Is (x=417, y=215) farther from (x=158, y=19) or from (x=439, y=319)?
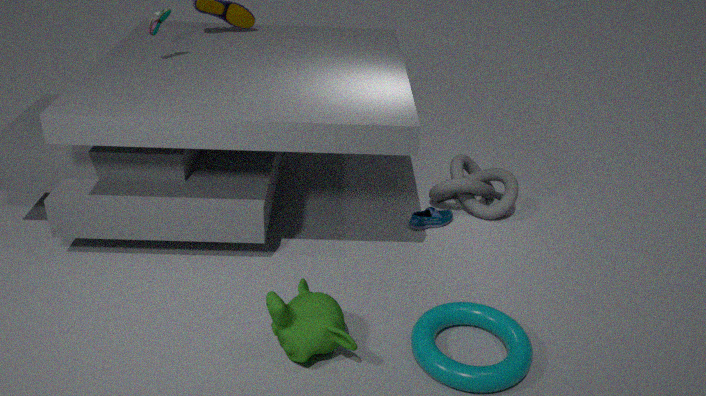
(x=158, y=19)
